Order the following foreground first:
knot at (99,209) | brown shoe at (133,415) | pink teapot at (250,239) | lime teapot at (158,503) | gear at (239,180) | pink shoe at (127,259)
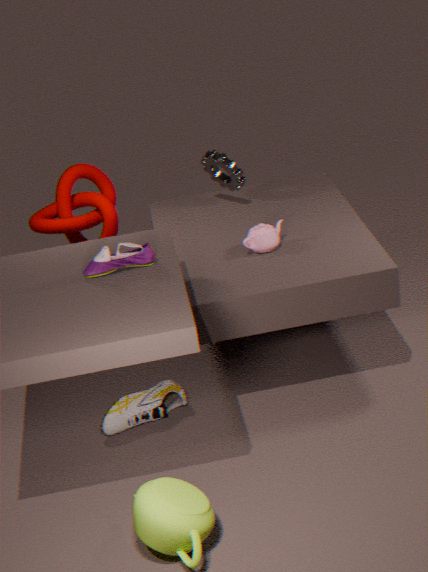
lime teapot at (158,503) → pink shoe at (127,259) → brown shoe at (133,415) → pink teapot at (250,239) → gear at (239,180) → knot at (99,209)
